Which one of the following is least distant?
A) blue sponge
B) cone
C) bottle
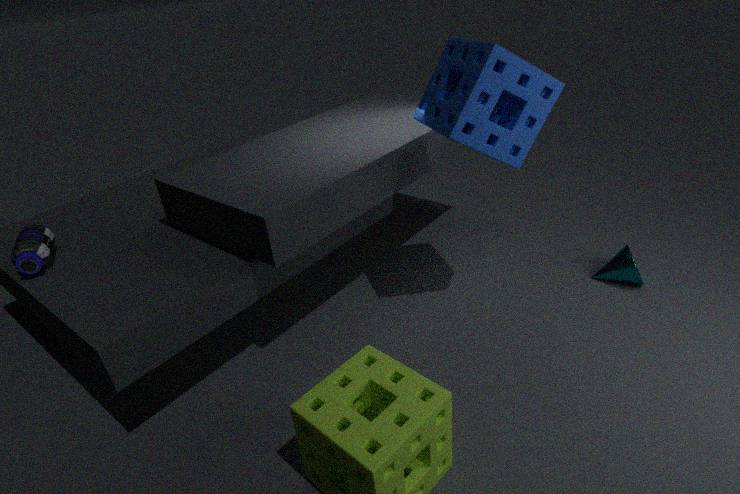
A. blue sponge
